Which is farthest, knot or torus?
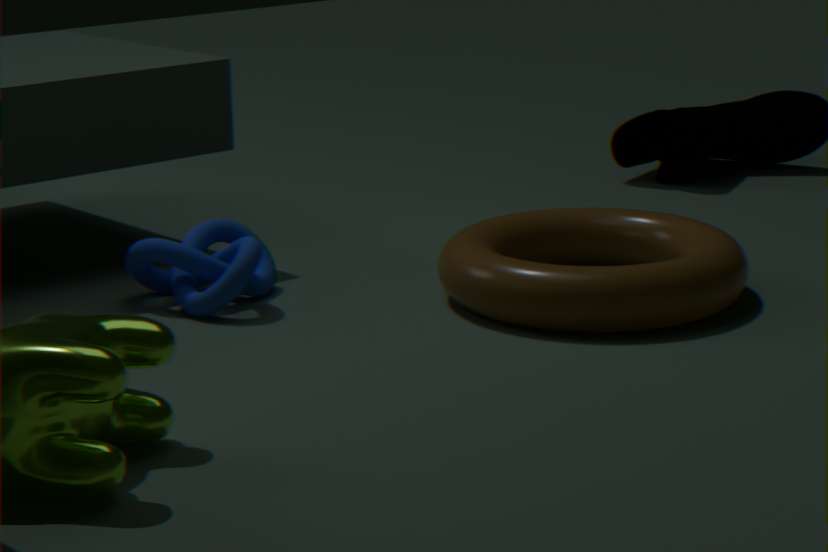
knot
